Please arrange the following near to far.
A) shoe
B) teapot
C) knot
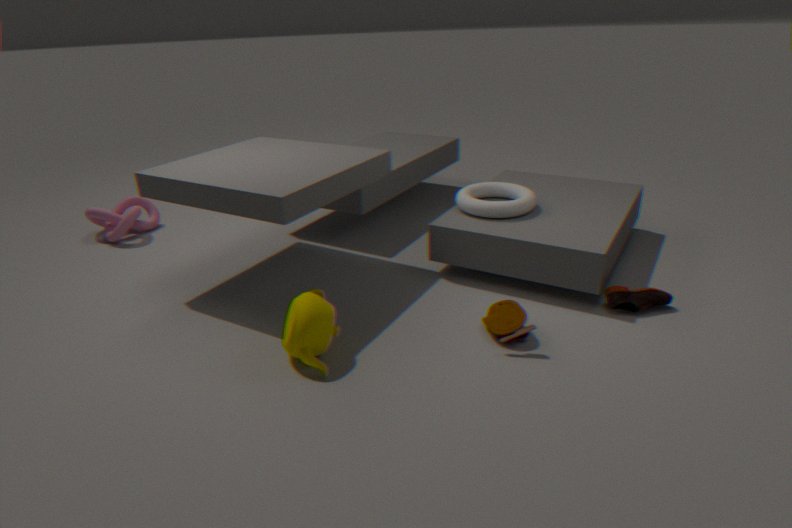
teapot
shoe
knot
